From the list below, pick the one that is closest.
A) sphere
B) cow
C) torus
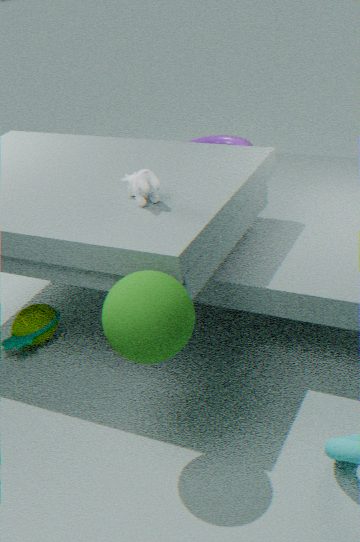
sphere
